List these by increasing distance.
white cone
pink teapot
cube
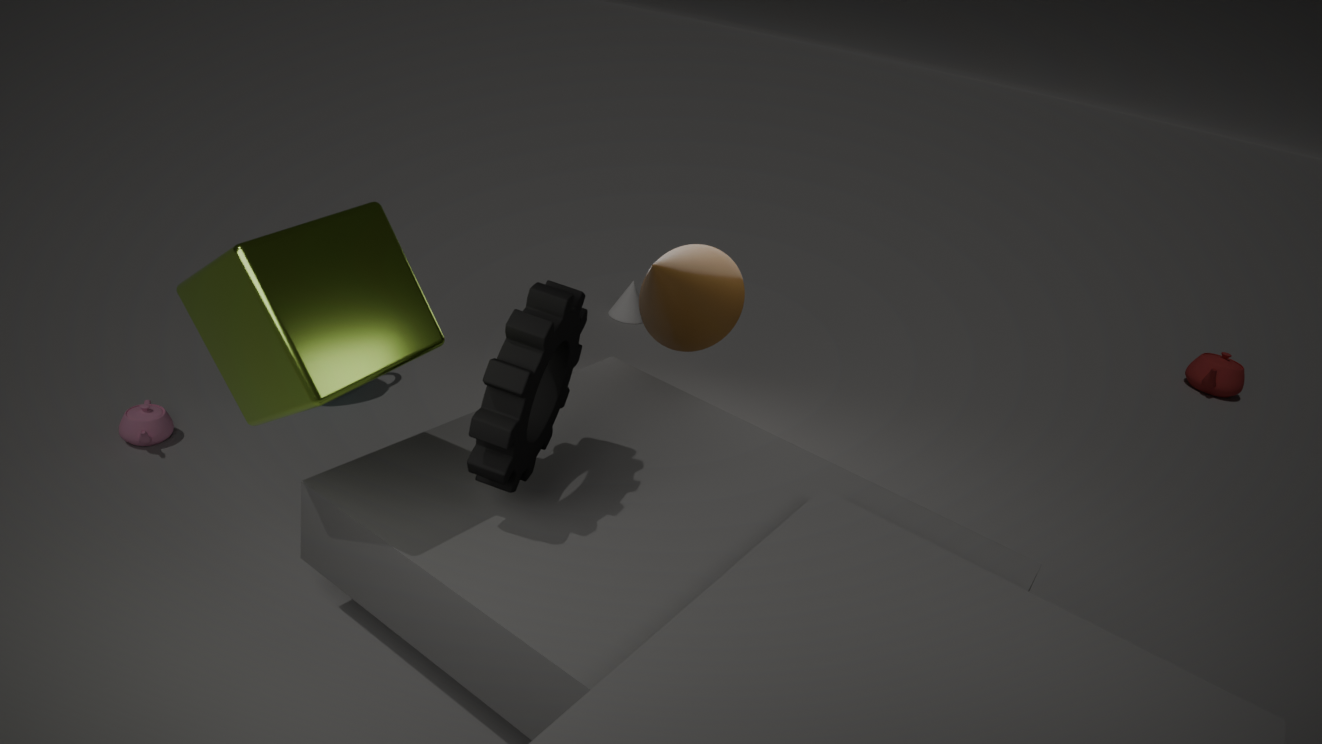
1. cube
2. pink teapot
3. white cone
